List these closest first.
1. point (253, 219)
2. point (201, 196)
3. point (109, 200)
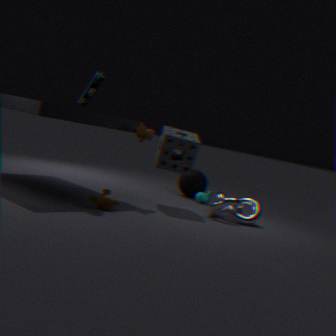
point (109, 200) → point (253, 219) → point (201, 196)
